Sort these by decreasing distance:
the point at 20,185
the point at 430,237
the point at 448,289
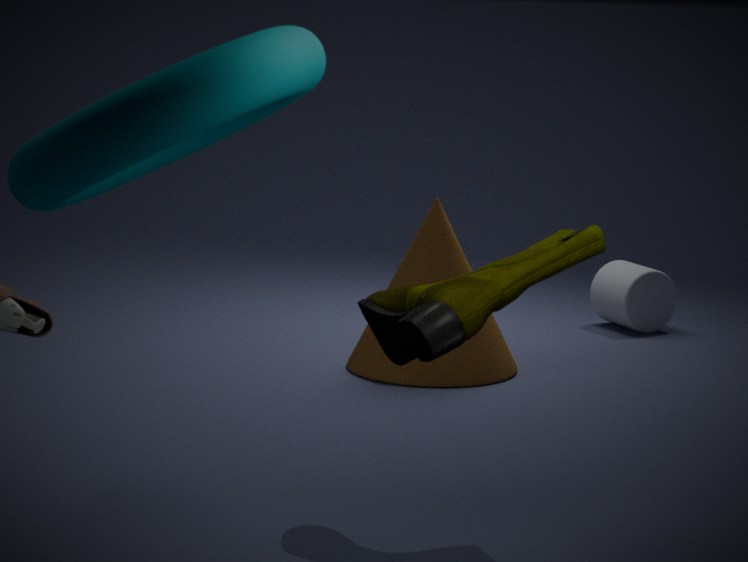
1. the point at 430,237
2. the point at 448,289
3. the point at 20,185
